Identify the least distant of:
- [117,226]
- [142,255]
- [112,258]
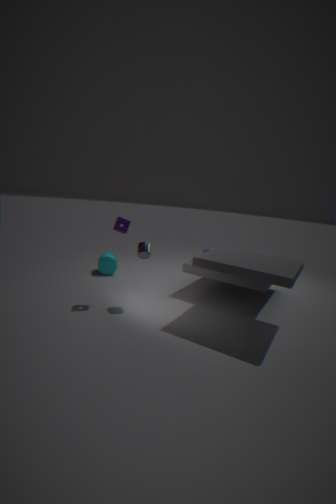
[117,226]
